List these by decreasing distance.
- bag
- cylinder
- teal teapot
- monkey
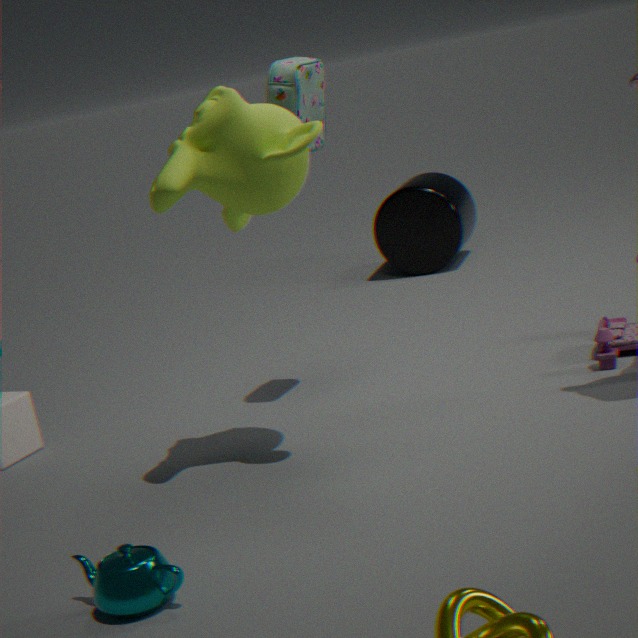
cylinder
bag
monkey
teal teapot
